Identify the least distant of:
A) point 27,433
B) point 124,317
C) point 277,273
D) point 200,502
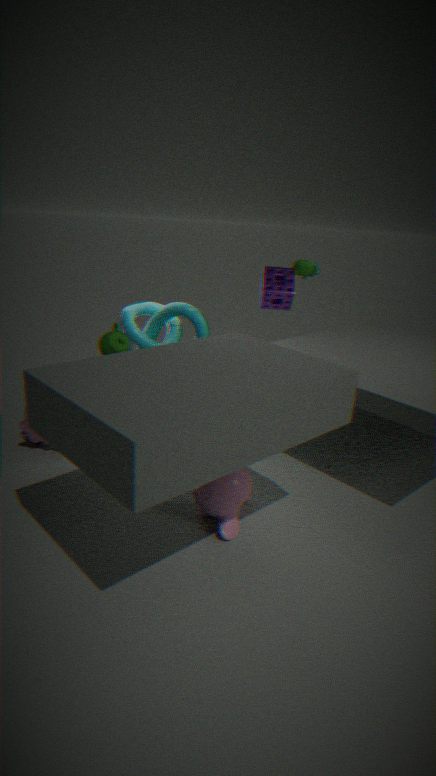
point 200,502
